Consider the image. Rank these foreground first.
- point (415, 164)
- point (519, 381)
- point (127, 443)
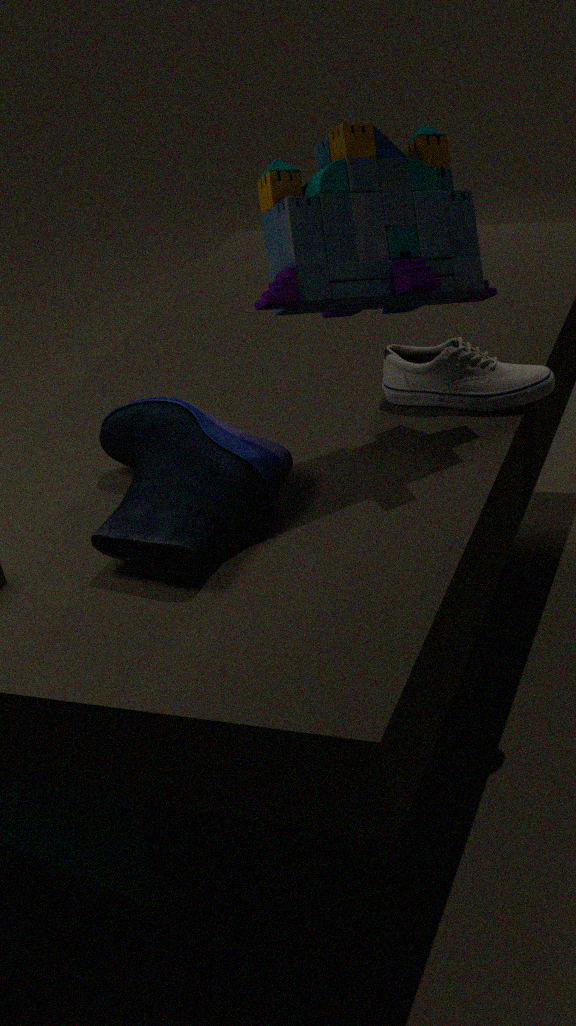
1. point (415, 164)
2. point (127, 443)
3. point (519, 381)
